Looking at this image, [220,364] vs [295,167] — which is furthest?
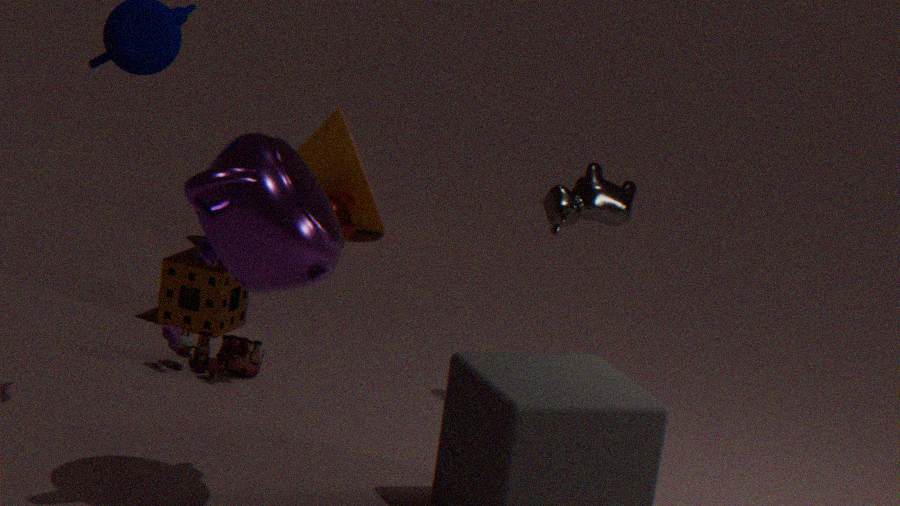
[220,364]
